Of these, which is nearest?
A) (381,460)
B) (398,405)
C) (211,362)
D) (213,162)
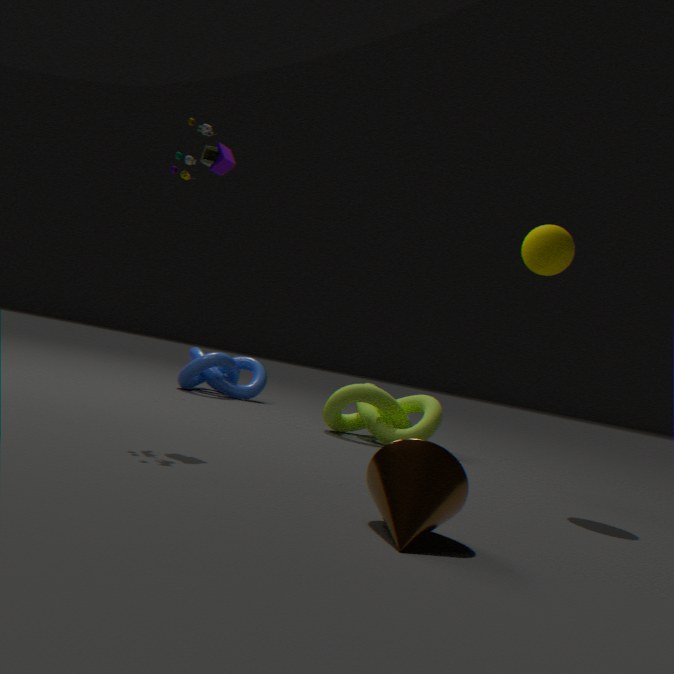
A
